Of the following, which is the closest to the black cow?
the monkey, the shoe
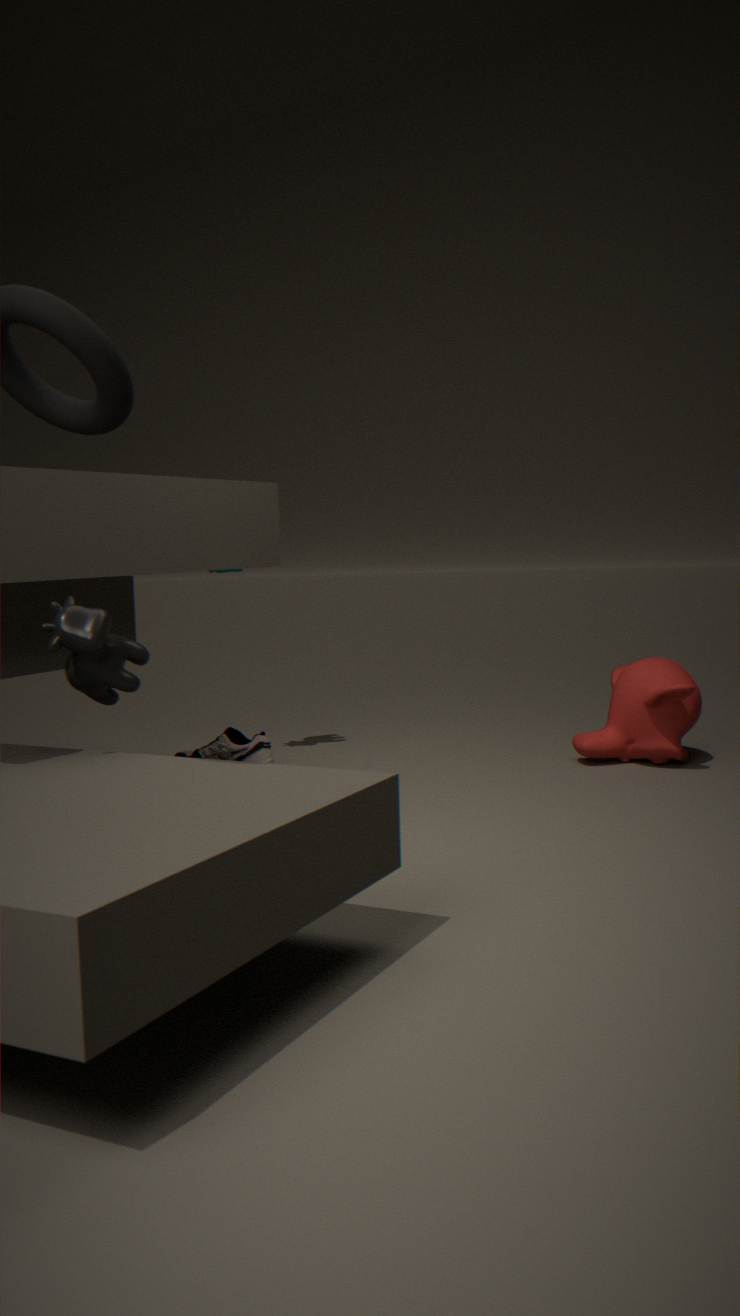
the shoe
